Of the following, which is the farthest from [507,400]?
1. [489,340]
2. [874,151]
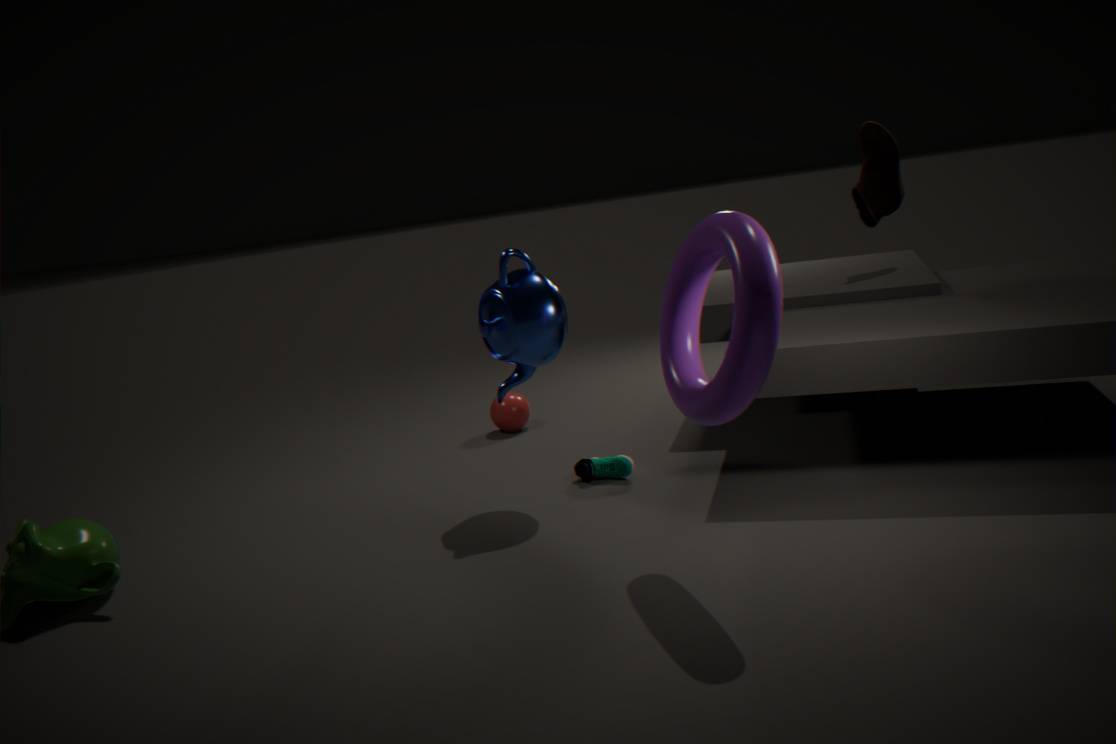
[874,151]
